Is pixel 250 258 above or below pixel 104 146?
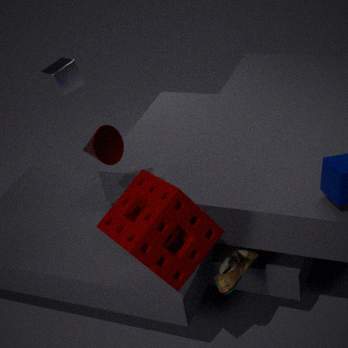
below
